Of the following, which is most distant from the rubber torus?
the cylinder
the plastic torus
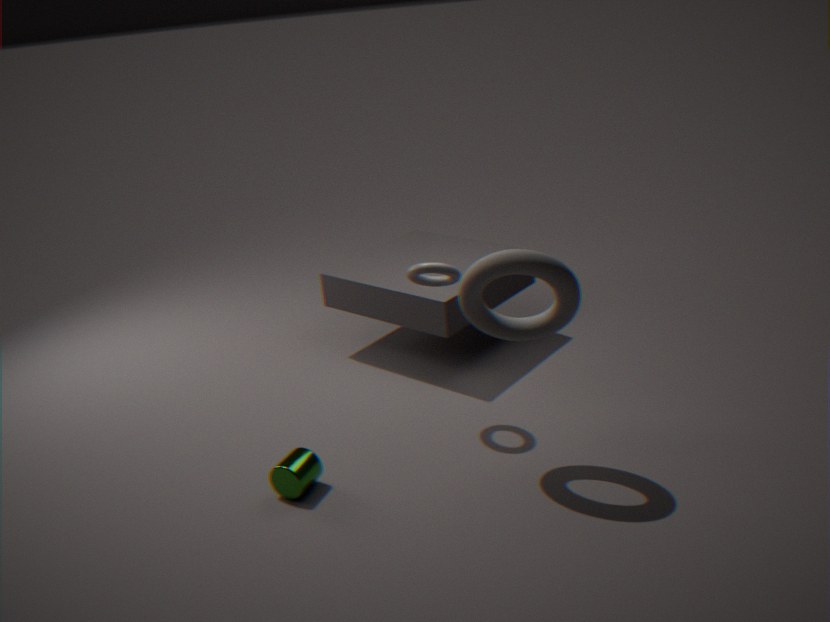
the cylinder
